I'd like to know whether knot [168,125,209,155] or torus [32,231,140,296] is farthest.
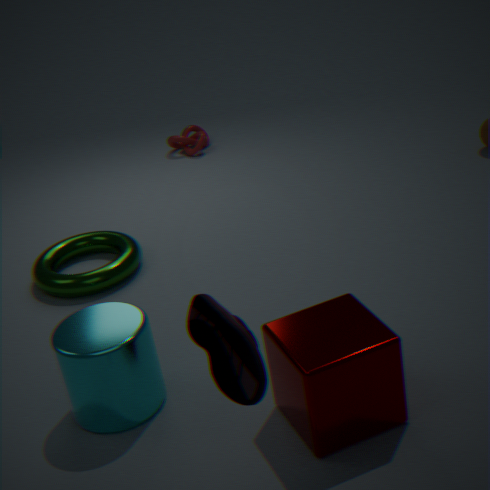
knot [168,125,209,155]
